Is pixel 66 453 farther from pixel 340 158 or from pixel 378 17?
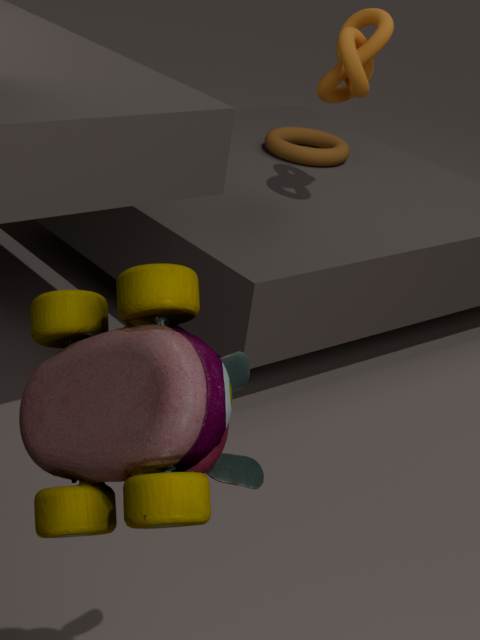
pixel 340 158
